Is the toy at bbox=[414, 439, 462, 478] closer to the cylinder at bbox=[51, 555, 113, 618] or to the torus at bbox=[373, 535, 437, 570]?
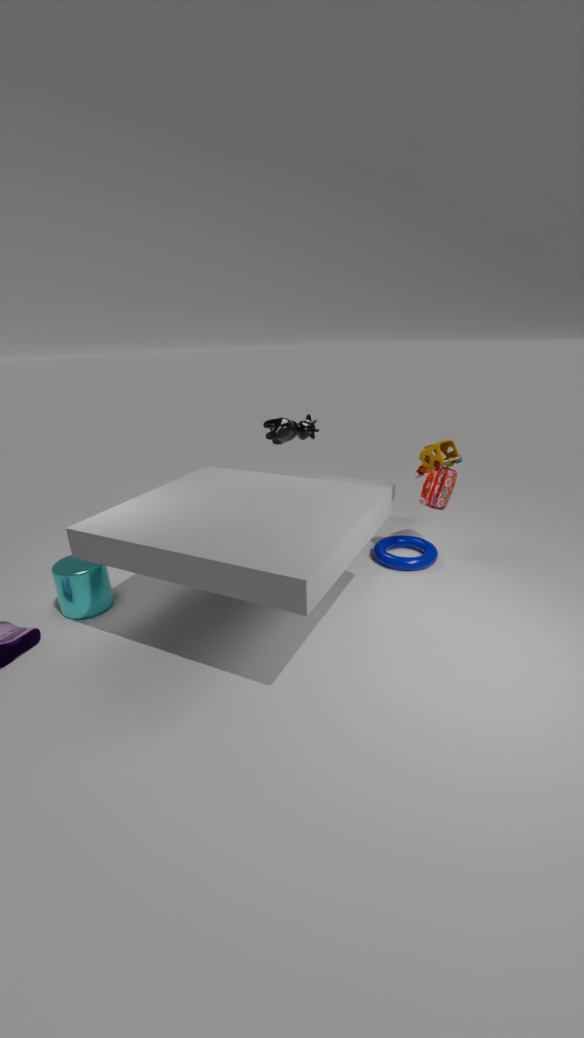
the torus at bbox=[373, 535, 437, 570]
